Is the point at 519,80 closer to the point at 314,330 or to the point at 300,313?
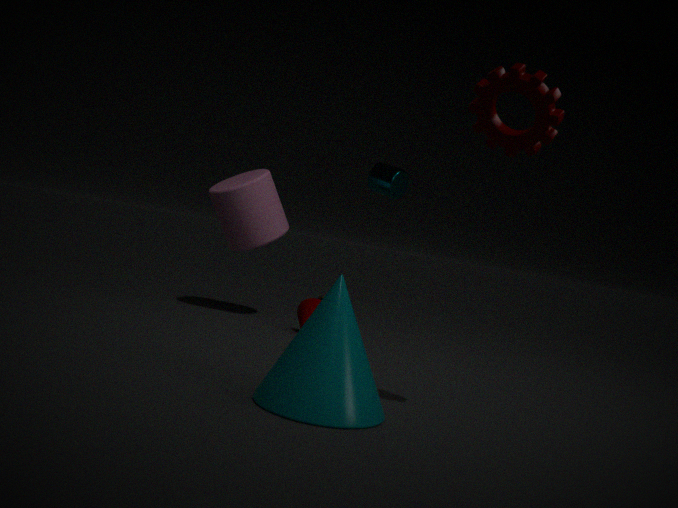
the point at 314,330
